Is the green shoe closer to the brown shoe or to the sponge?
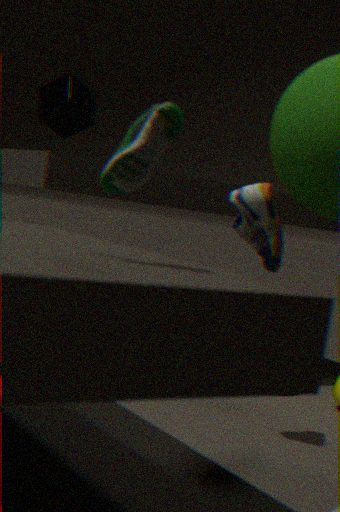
the brown shoe
